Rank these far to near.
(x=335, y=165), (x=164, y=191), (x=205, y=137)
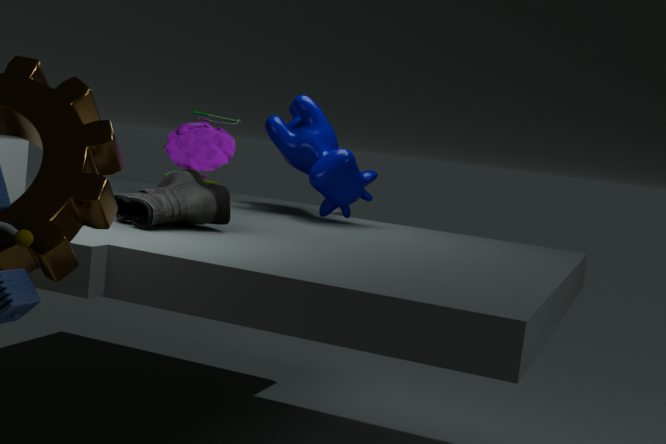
1. (x=205, y=137)
2. (x=335, y=165)
3. (x=164, y=191)
